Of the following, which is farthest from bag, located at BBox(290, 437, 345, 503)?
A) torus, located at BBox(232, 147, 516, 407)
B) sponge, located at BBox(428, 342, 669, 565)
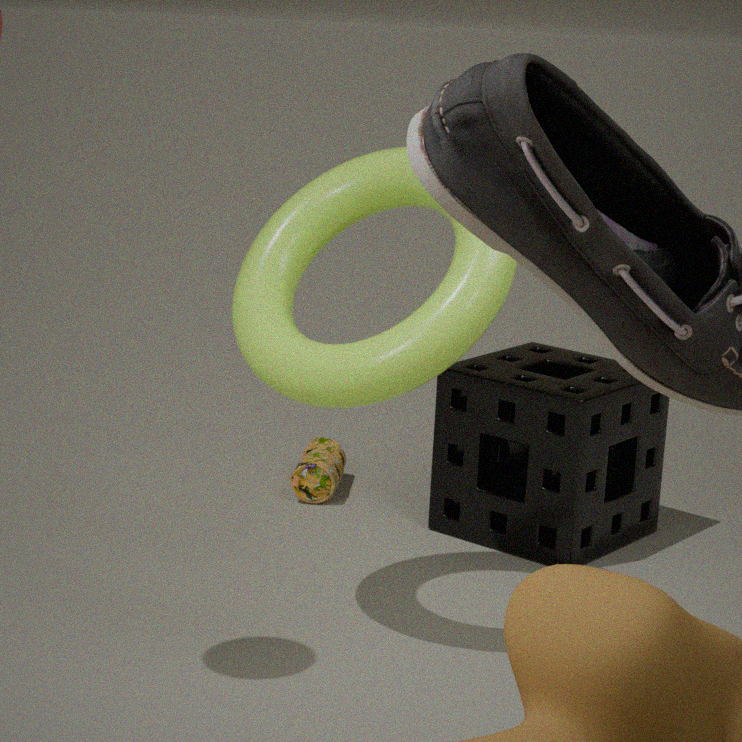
torus, located at BBox(232, 147, 516, 407)
